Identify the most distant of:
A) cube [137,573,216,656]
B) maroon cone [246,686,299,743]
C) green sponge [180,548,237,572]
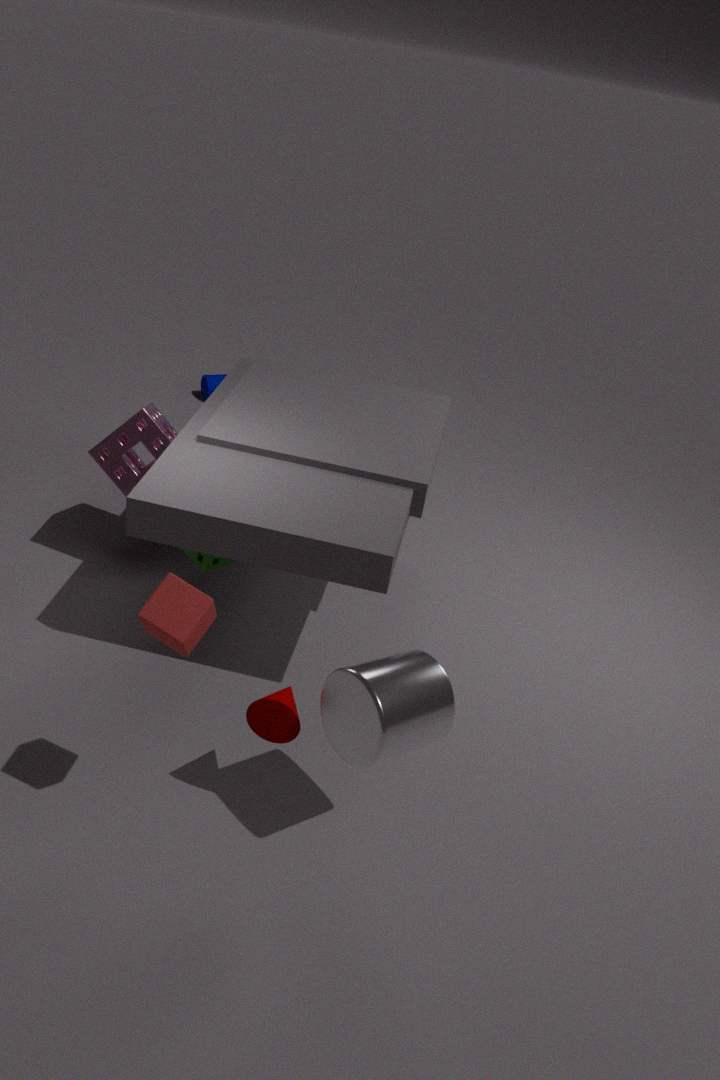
green sponge [180,548,237,572]
